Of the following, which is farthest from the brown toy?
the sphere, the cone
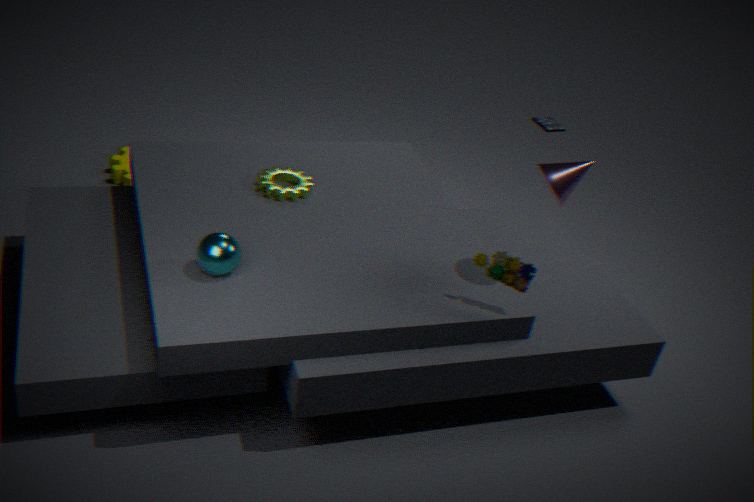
the sphere
